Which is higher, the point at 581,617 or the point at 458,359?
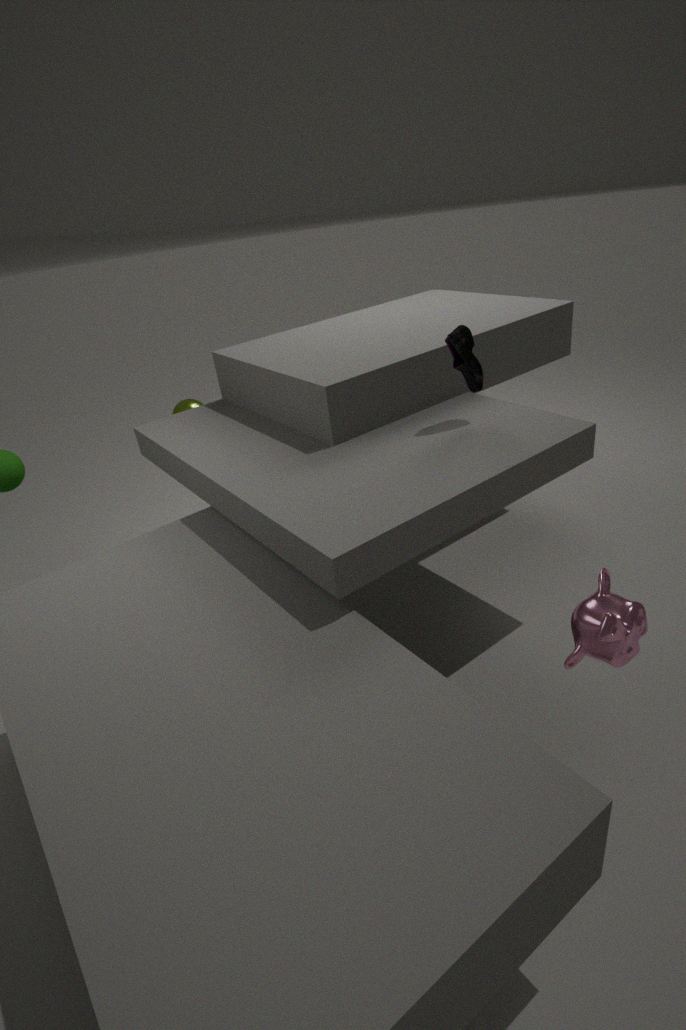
the point at 458,359
